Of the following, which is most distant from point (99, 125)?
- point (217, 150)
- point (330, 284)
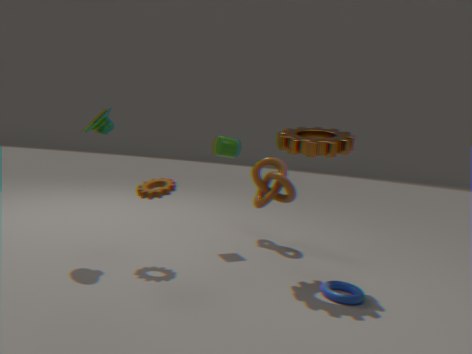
point (330, 284)
